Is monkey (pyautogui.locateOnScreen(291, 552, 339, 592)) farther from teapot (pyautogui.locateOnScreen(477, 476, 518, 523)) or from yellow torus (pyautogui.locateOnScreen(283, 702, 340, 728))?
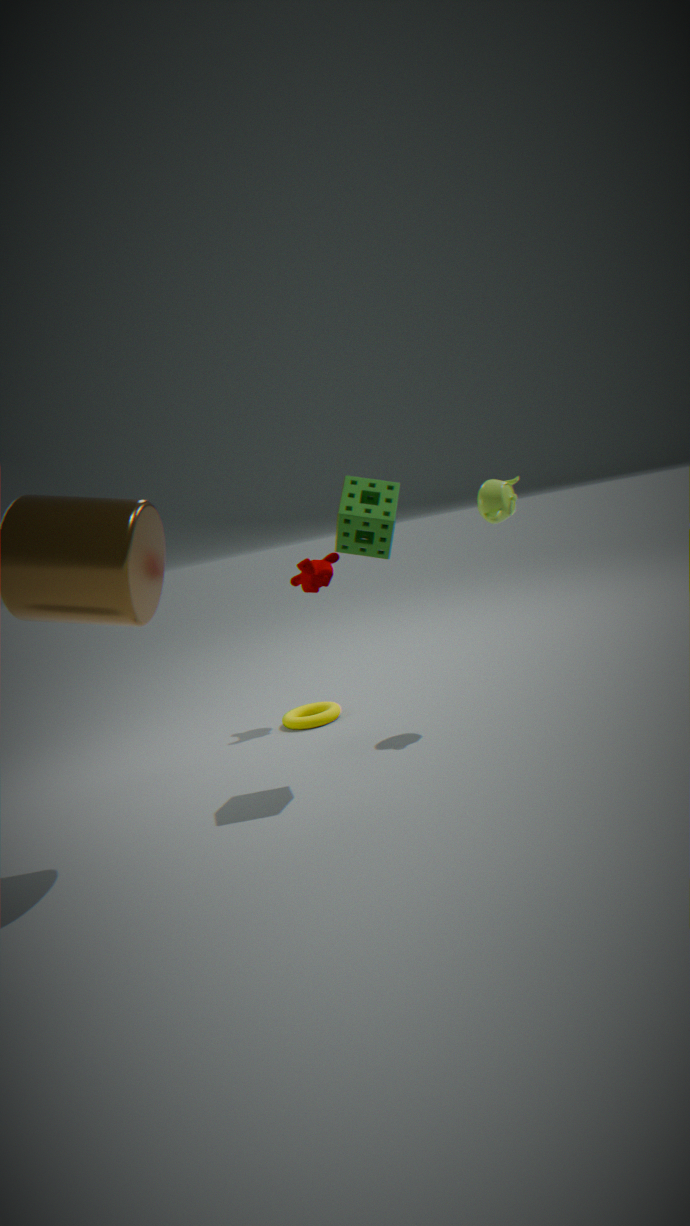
teapot (pyautogui.locateOnScreen(477, 476, 518, 523))
